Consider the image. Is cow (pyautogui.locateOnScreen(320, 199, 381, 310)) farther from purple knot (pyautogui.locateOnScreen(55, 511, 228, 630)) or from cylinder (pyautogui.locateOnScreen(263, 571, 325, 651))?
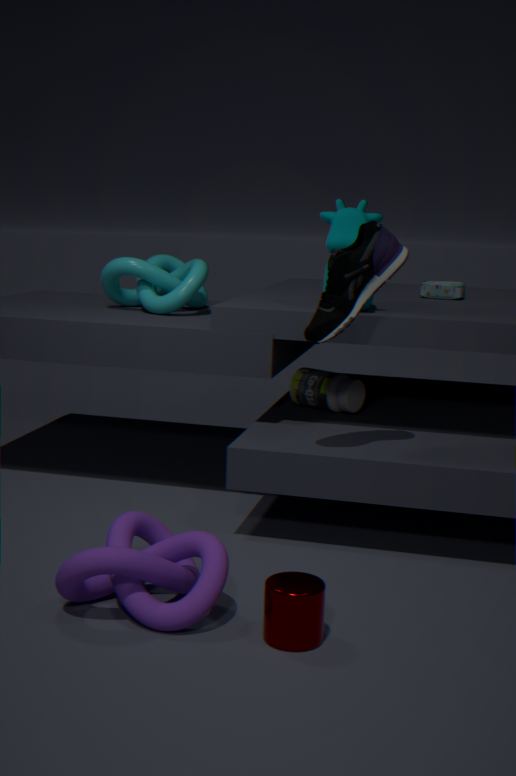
cylinder (pyautogui.locateOnScreen(263, 571, 325, 651))
